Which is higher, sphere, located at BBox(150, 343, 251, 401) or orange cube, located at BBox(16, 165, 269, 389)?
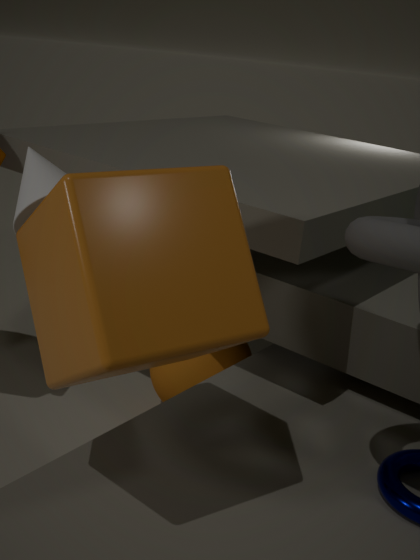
orange cube, located at BBox(16, 165, 269, 389)
